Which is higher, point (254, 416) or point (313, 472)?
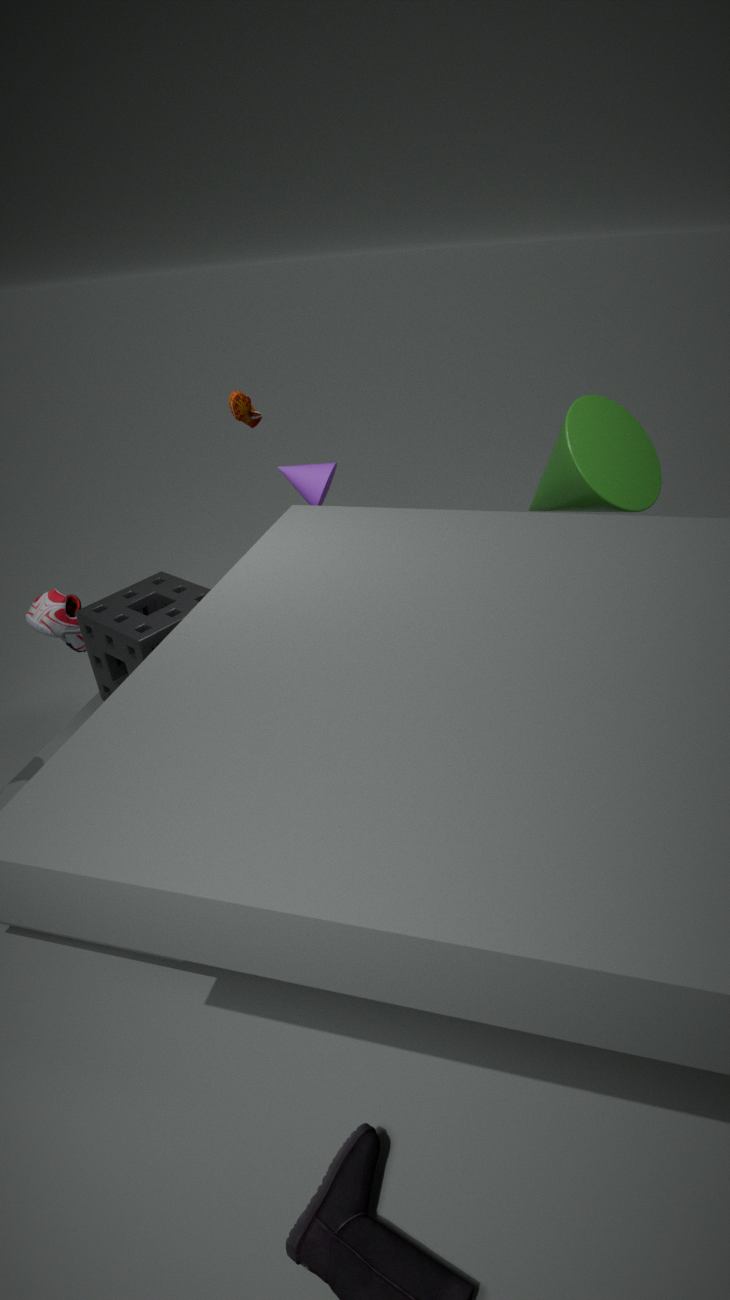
point (254, 416)
